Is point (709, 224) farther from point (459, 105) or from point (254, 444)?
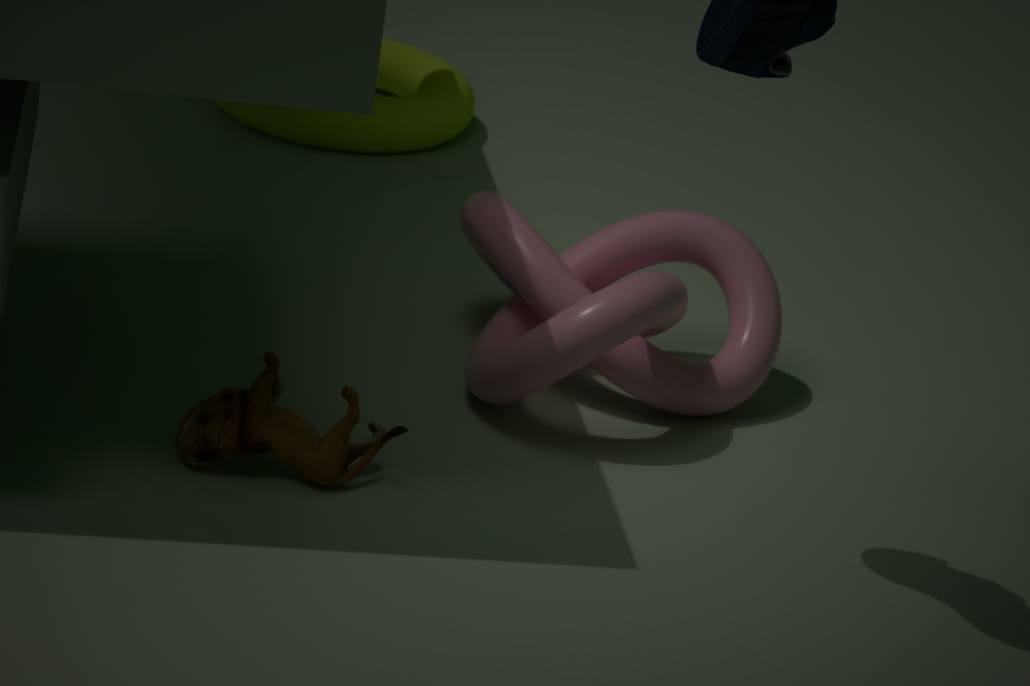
point (459, 105)
